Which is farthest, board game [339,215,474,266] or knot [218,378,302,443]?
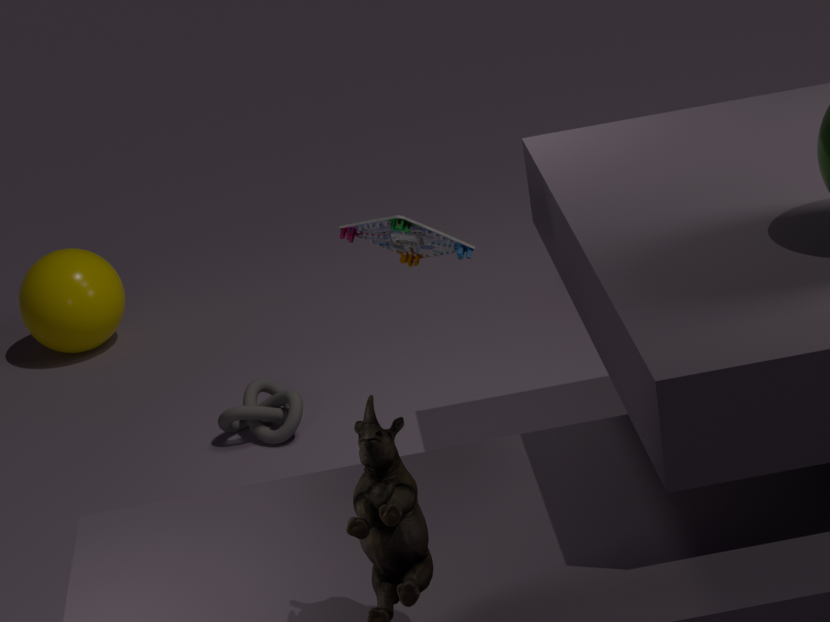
knot [218,378,302,443]
